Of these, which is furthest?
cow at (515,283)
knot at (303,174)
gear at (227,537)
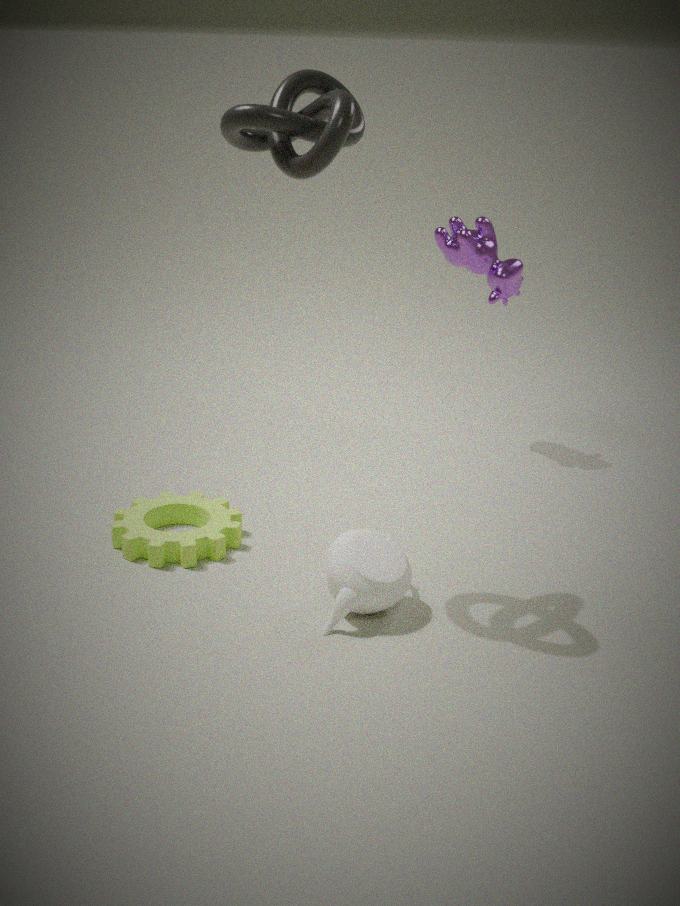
cow at (515,283)
